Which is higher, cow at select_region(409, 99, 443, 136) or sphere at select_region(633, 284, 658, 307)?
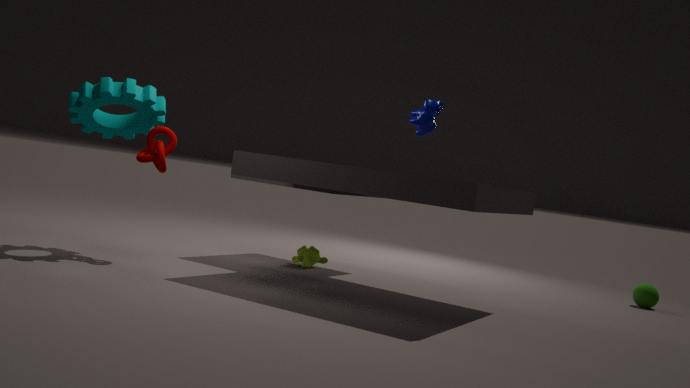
cow at select_region(409, 99, 443, 136)
